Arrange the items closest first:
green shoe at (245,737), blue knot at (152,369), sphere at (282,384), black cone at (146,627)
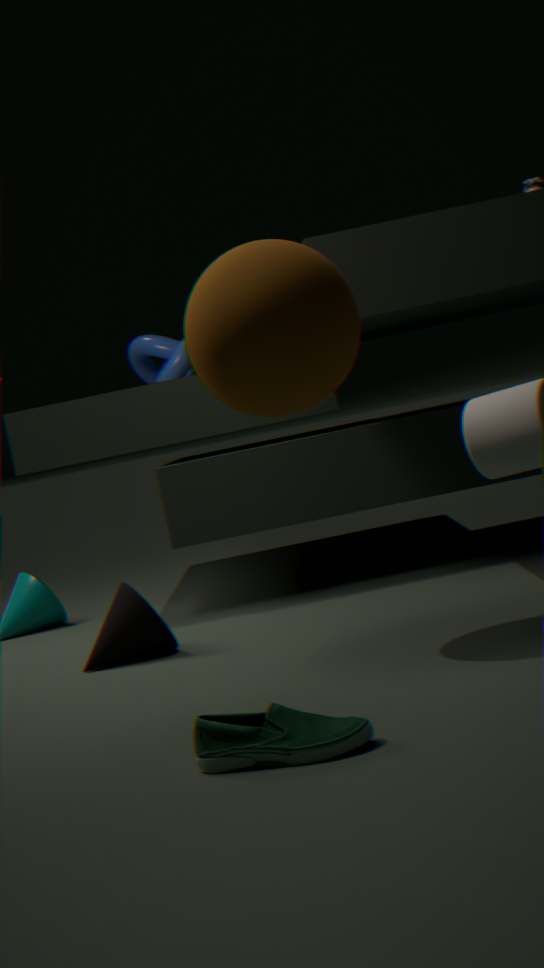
green shoe at (245,737)
sphere at (282,384)
black cone at (146,627)
blue knot at (152,369)
